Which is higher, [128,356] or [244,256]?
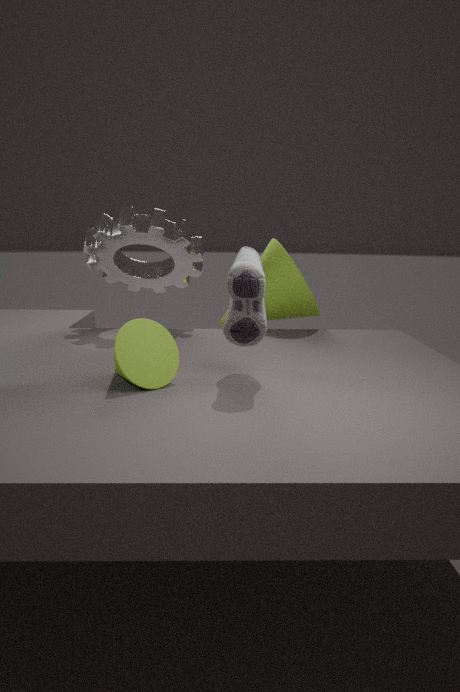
[244,256]
